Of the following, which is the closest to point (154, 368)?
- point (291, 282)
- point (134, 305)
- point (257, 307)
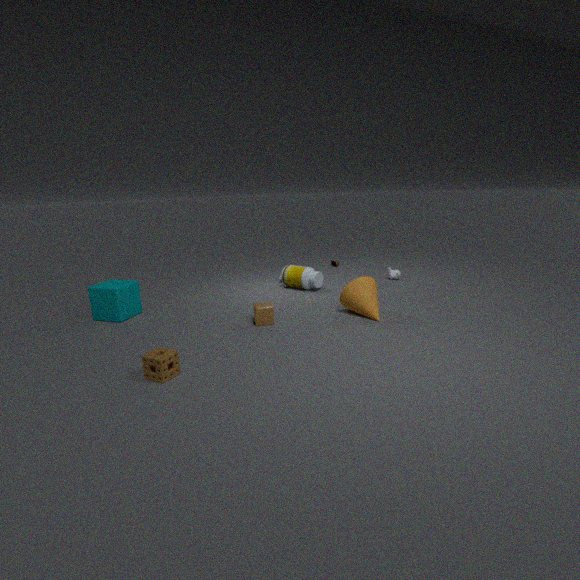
point (257, 307)
